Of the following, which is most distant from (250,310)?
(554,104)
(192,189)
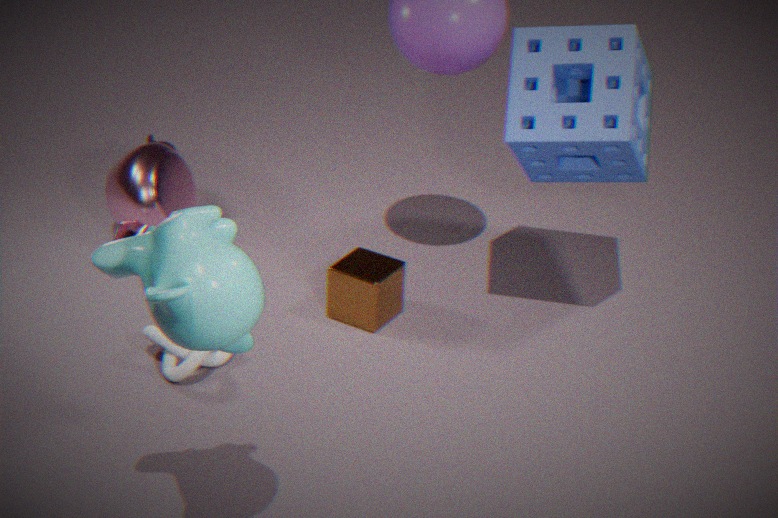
(192,189)
